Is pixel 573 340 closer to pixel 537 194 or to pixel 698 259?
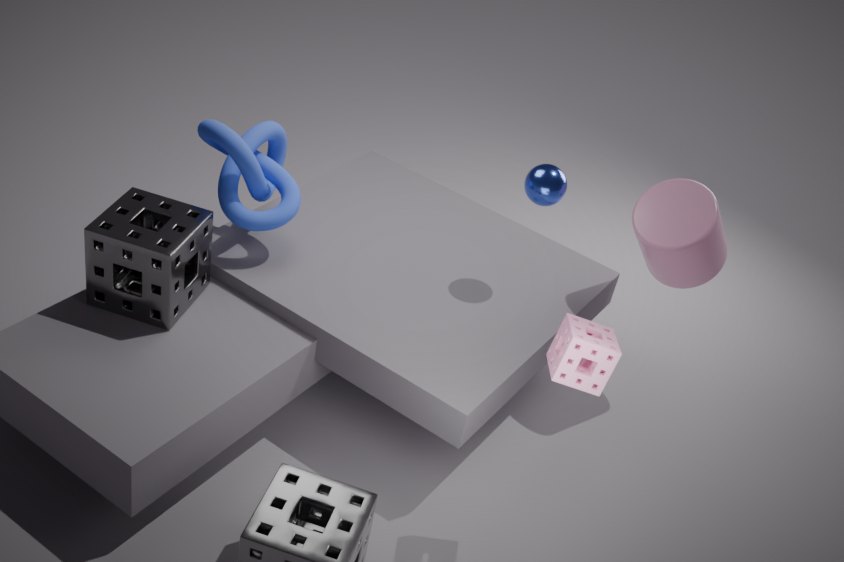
pixel 537 194
